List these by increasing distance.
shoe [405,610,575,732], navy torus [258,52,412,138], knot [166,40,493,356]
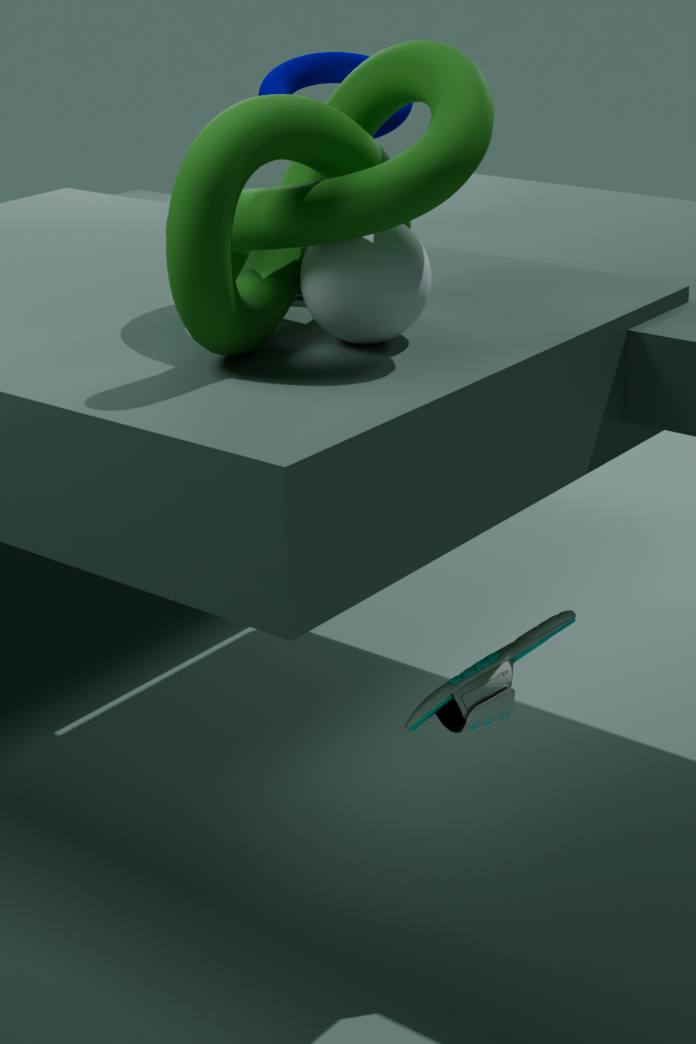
knot [166,40,493,356] < shoe [405,610,575,732] < navy torus [258,52,412,138]
